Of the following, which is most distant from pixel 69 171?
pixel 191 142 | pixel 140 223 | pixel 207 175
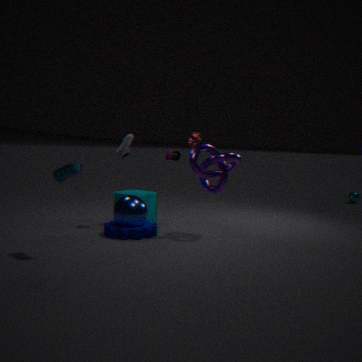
pixel 191 142
